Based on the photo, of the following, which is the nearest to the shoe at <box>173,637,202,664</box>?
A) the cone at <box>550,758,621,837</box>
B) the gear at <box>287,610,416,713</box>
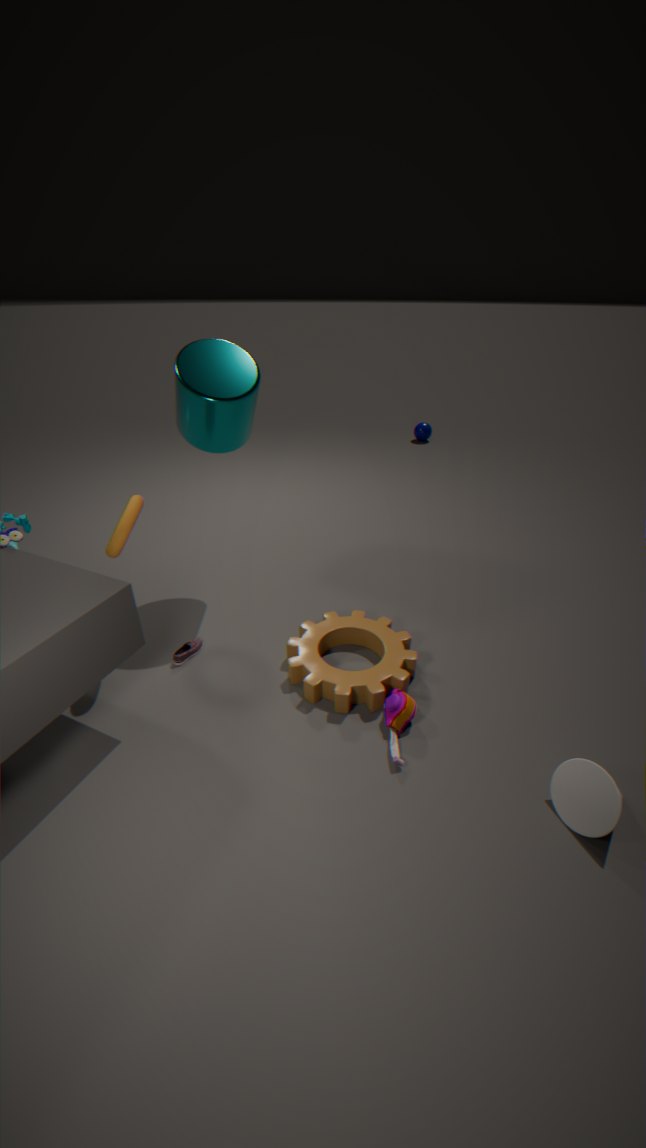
the gear at <box>287,610,416,713</box>
